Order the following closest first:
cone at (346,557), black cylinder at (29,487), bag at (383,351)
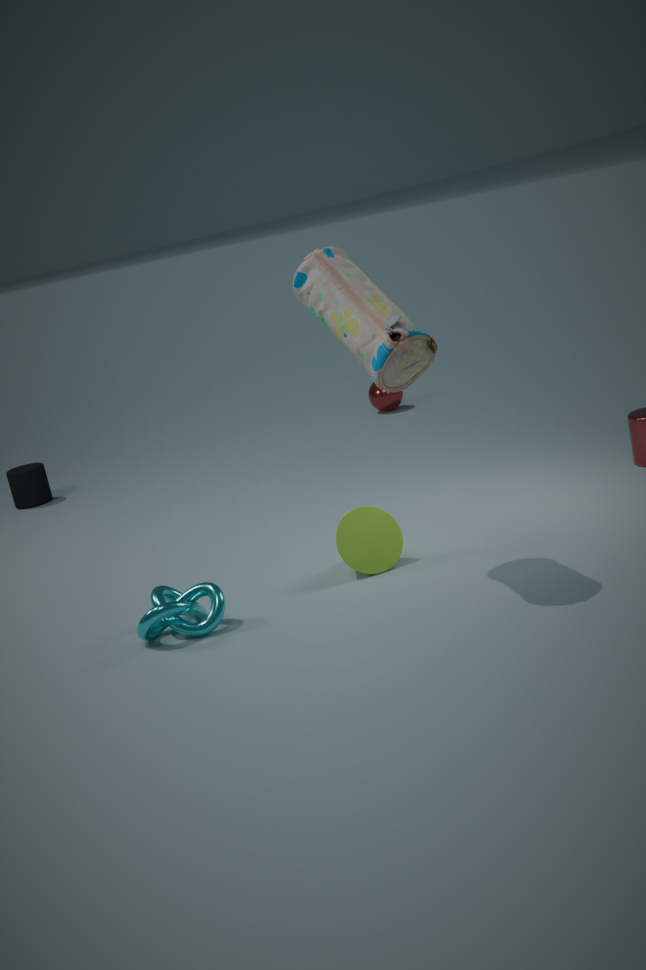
1. bag at (383,351)
2. cone at (346,557)
3. black cylinder at (29,487)
